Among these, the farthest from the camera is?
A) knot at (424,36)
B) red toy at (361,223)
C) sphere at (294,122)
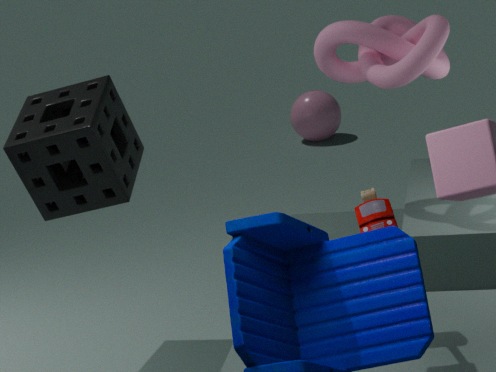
C. sphere at (294,122)
